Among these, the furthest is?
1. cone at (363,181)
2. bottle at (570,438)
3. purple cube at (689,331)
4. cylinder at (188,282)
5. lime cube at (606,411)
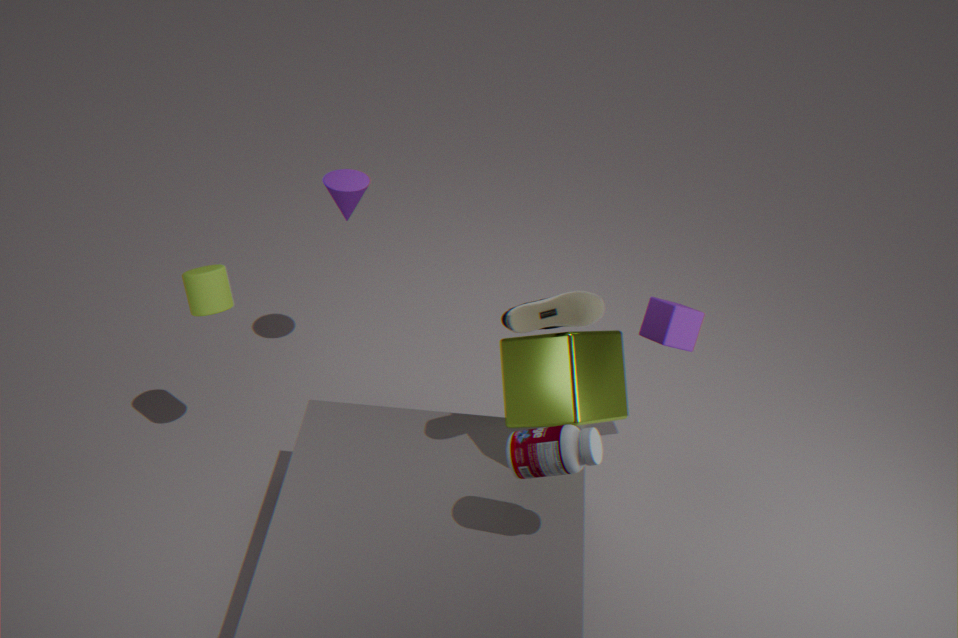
cone at (363,181)
